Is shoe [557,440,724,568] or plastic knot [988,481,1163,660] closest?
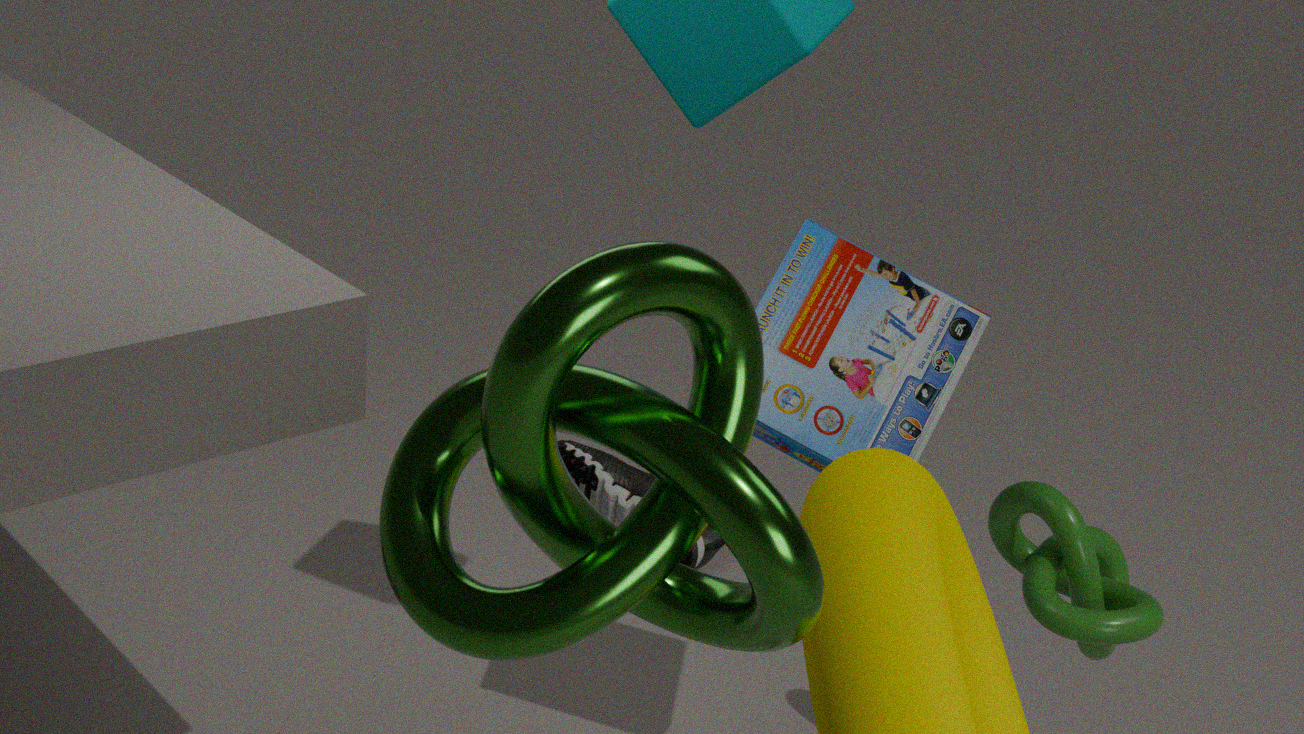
plastic knot [988,481,1163,660]
